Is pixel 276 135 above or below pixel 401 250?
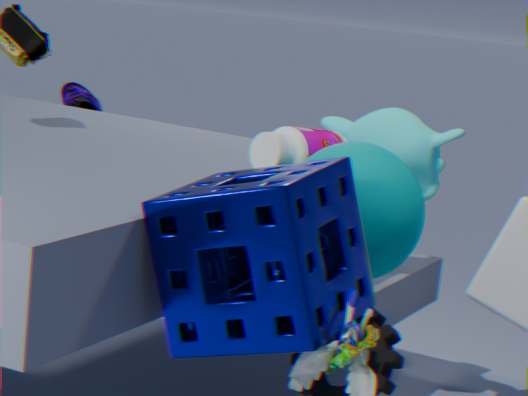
above
